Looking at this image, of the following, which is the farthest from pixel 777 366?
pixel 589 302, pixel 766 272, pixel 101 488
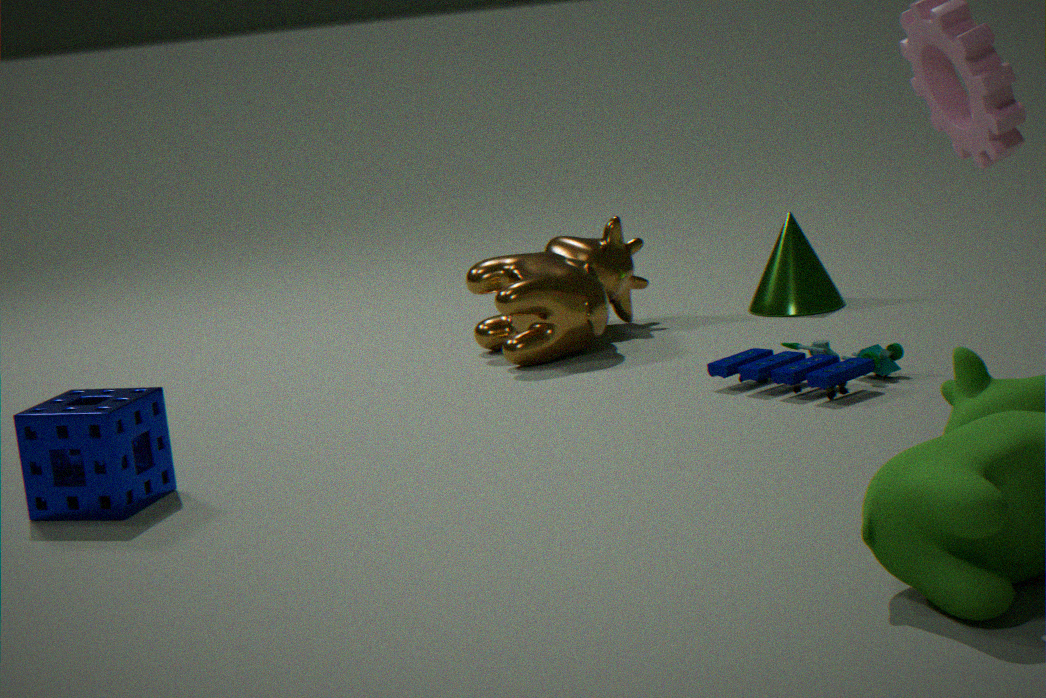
pixel 101 488
